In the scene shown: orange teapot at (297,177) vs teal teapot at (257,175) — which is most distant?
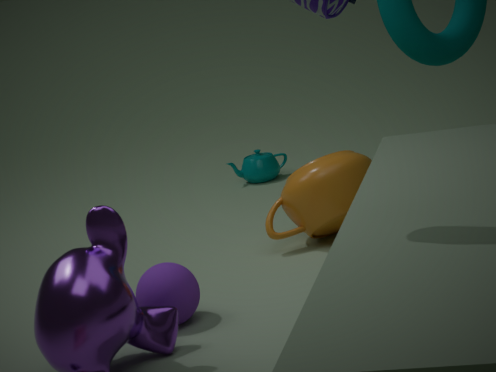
→ teal teapot at (257,175)
